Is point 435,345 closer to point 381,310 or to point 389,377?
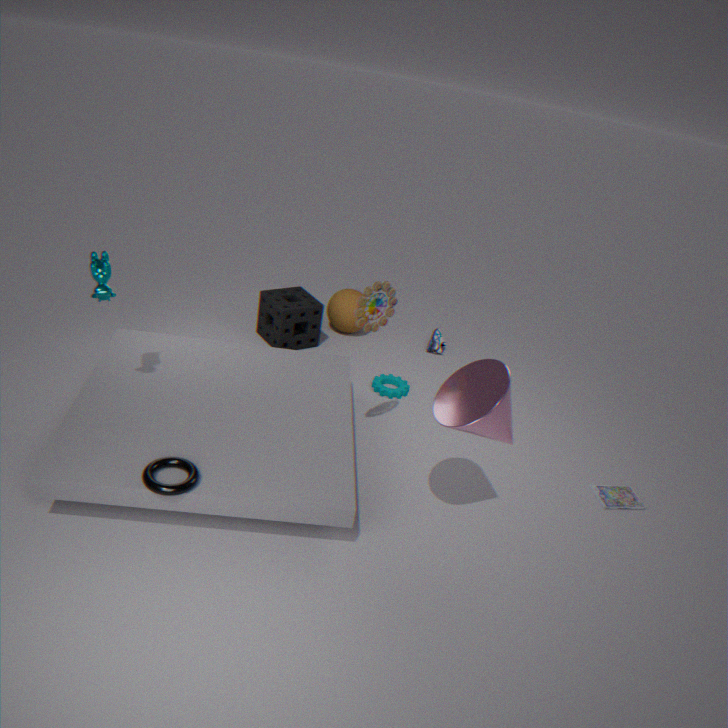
point 389,377
